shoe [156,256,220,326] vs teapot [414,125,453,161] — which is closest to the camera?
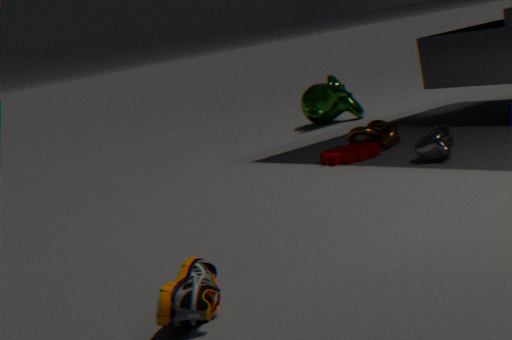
shoe [156,256,220,326]
